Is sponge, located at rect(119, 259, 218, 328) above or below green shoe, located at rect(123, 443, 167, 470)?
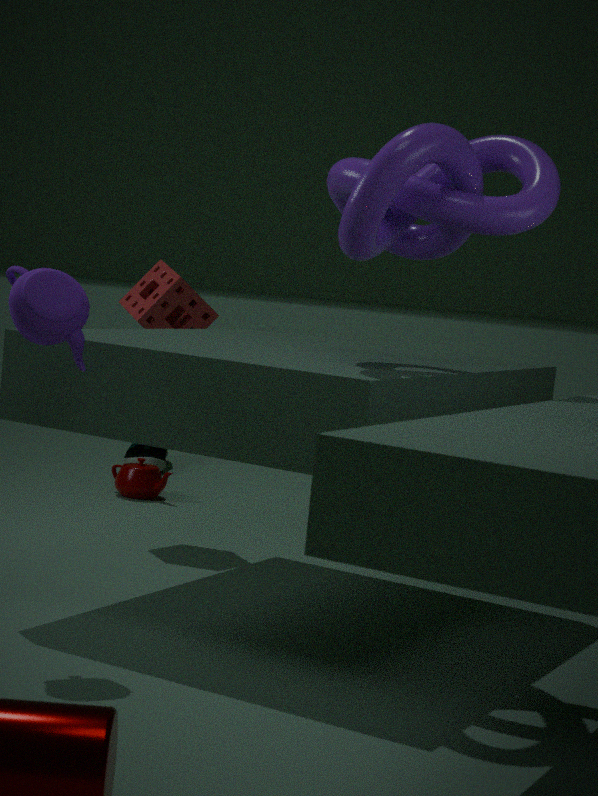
above
